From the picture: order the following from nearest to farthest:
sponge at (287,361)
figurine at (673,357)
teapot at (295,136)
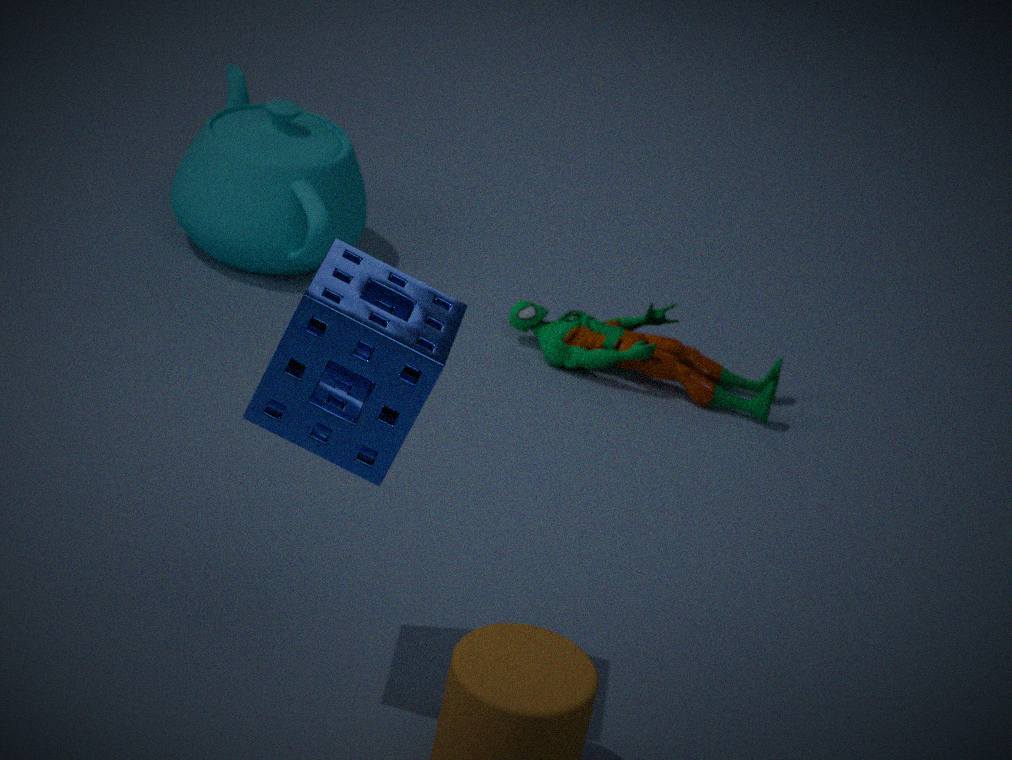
sponge at (287,361) < figurine at (673,357) < teapot at (295,136)
